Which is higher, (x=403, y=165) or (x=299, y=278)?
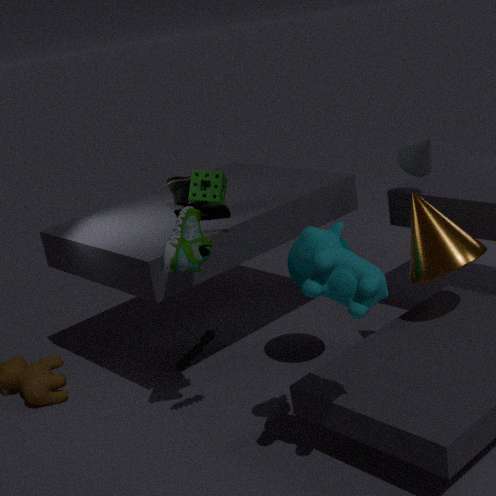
(x=403, y=165)
